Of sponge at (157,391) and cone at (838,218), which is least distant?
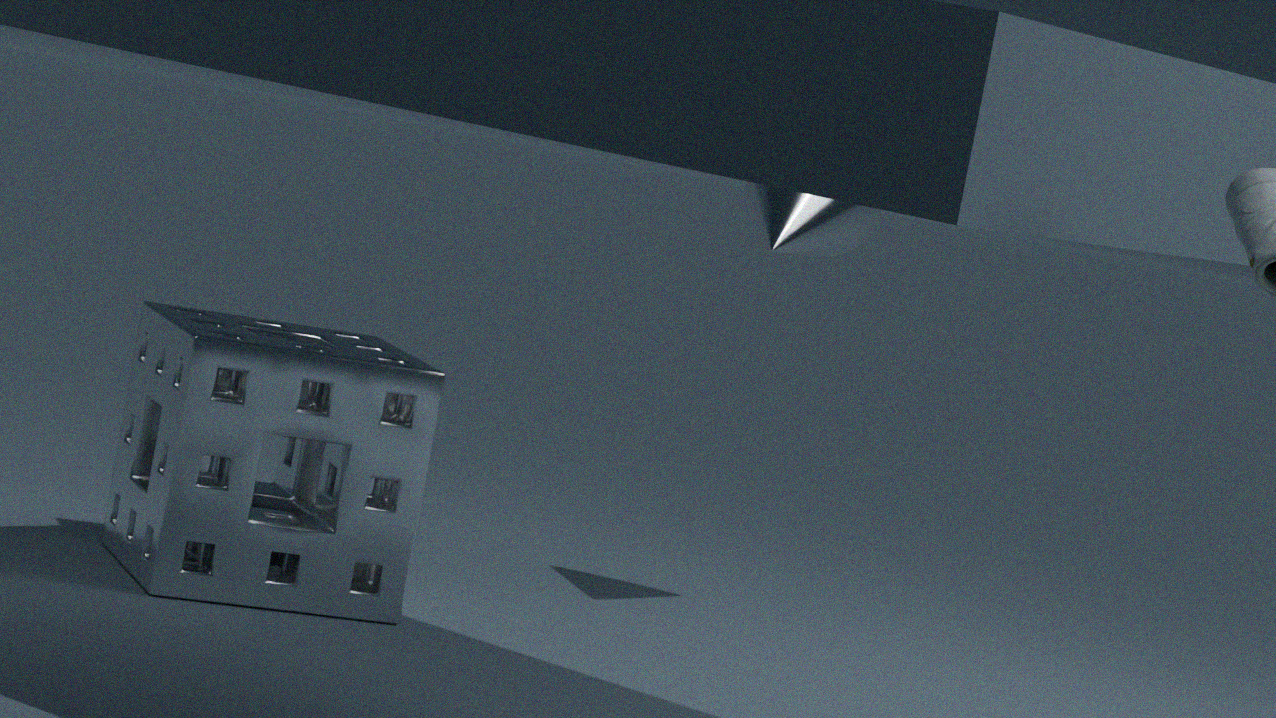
sponge at (157,391)
